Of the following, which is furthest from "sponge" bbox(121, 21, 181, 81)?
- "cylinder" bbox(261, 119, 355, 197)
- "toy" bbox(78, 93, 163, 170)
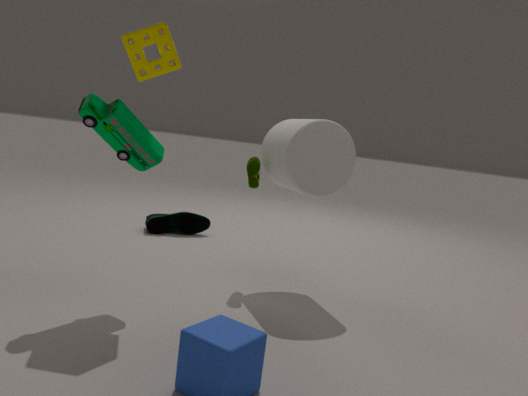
"cylinder" bbox(261, 119, 355, 197)
